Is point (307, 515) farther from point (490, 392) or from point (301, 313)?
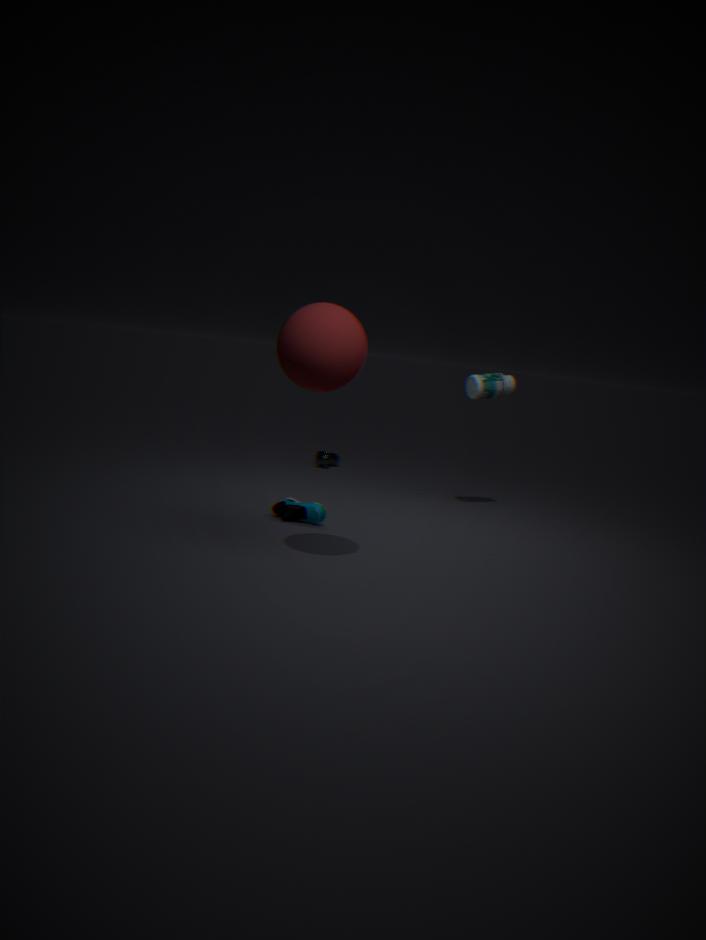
point (490, 392)
